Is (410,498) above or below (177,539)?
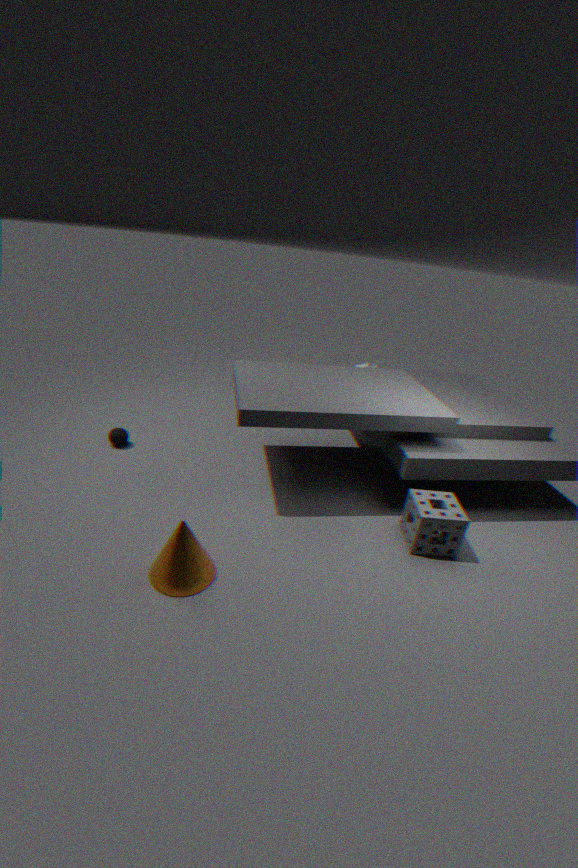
above
